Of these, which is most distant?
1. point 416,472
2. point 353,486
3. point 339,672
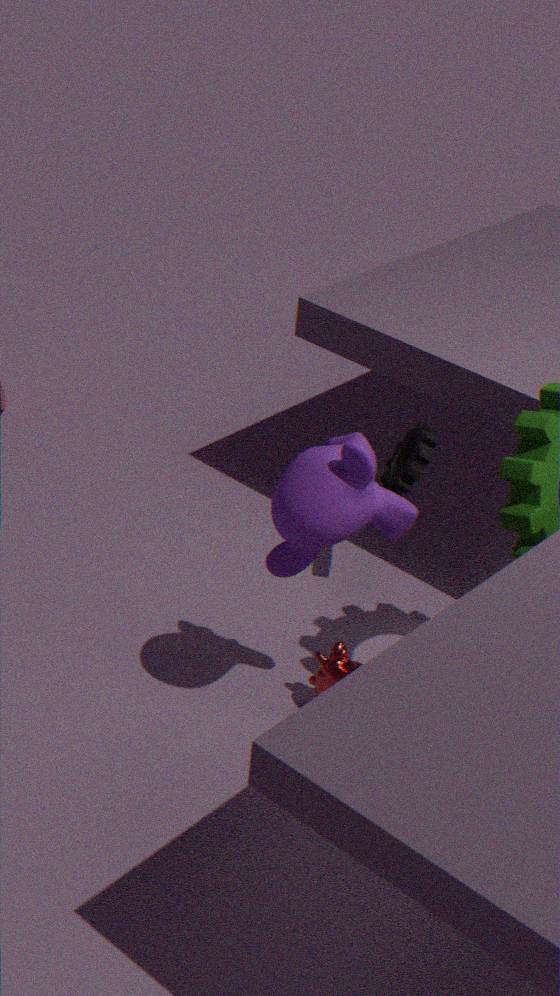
point 416,472
